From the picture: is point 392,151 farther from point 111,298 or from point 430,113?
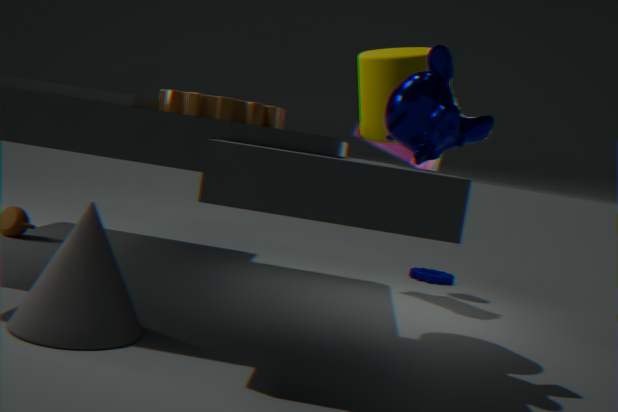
point 111,298
